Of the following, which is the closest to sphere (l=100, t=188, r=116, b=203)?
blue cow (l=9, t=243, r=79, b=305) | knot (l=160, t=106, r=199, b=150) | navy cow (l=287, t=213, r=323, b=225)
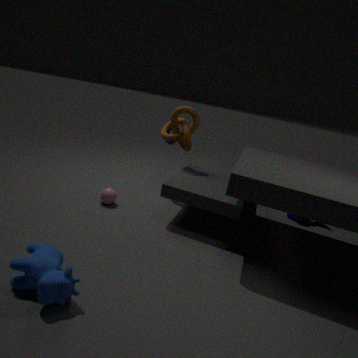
knot (l=160, t=106, r=199, b=150)
